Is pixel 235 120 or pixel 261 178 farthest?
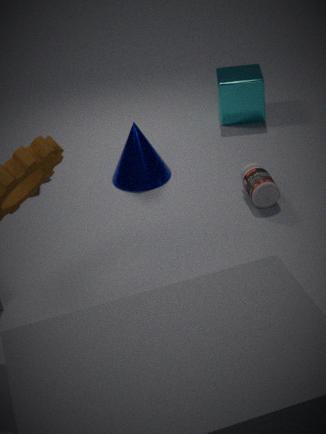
pixel 235 120
